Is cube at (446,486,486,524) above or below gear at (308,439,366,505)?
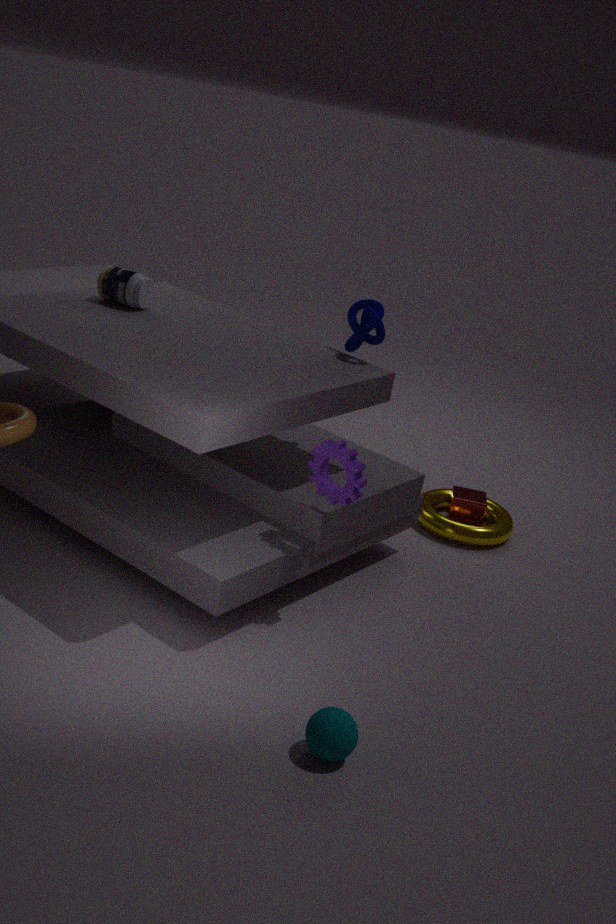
below
